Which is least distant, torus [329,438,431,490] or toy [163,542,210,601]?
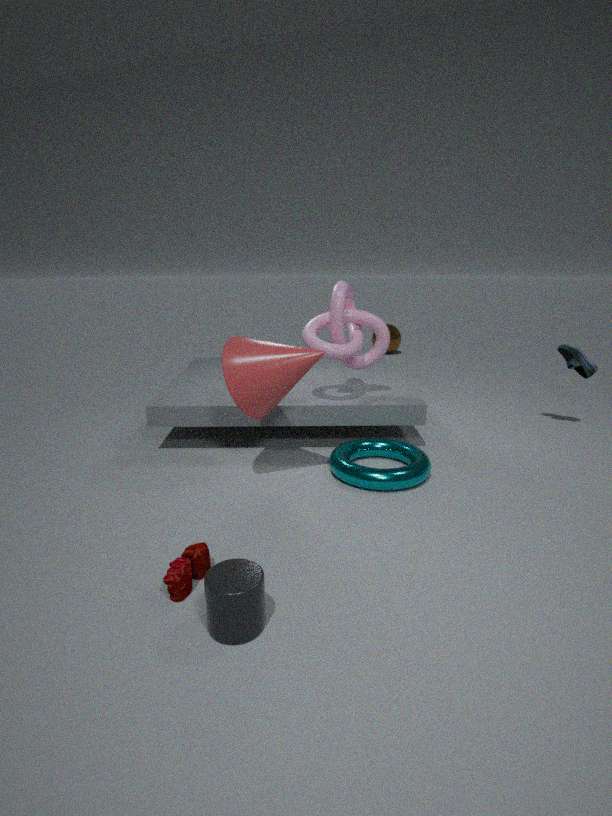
toy [163,542,210,601]
